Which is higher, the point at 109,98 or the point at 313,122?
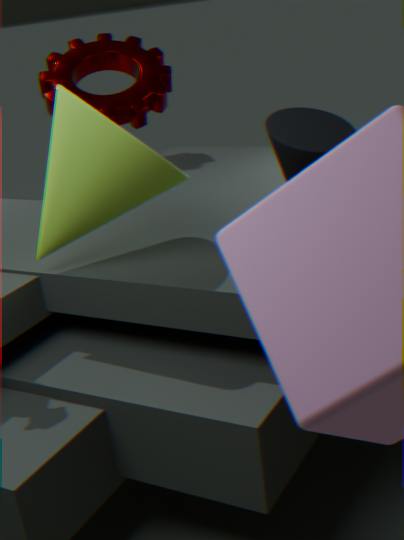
the point at 109,98
